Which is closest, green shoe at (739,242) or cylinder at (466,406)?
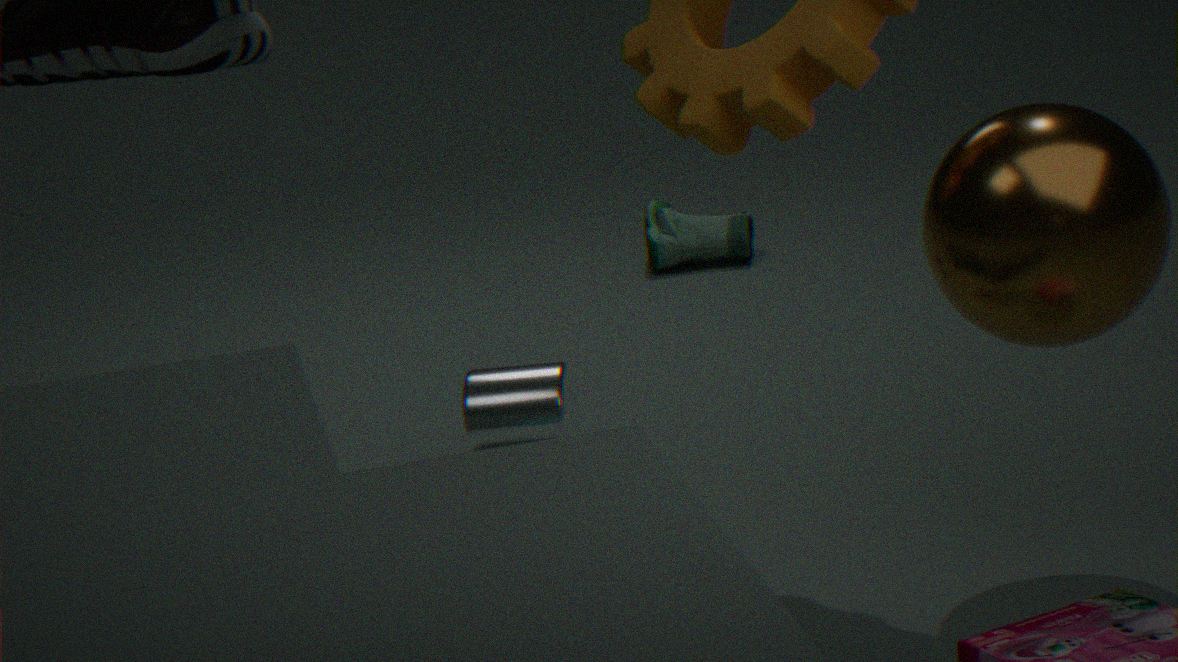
cylinder at (466,406)
